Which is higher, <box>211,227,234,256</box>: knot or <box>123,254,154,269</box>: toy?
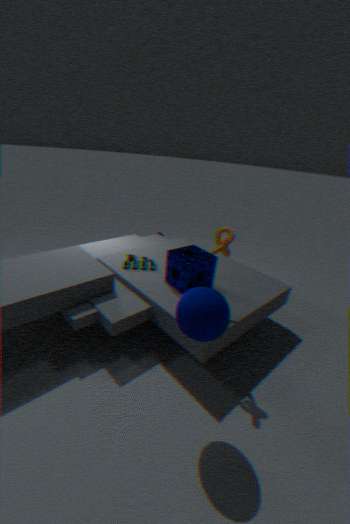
<box>211,227,234,256</box>: knot
